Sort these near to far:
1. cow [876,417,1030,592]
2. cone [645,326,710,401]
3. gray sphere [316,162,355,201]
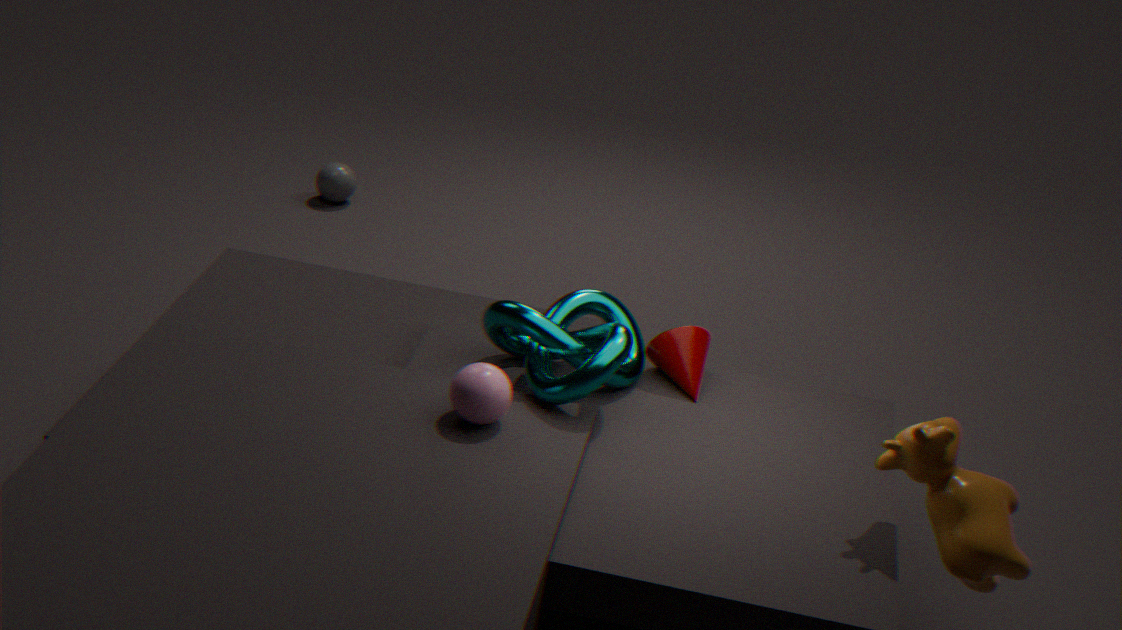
1. cow [876,417,1030,592]
2. cone [645,326,710,401]
3. gray sphere [316,162,355,201]
